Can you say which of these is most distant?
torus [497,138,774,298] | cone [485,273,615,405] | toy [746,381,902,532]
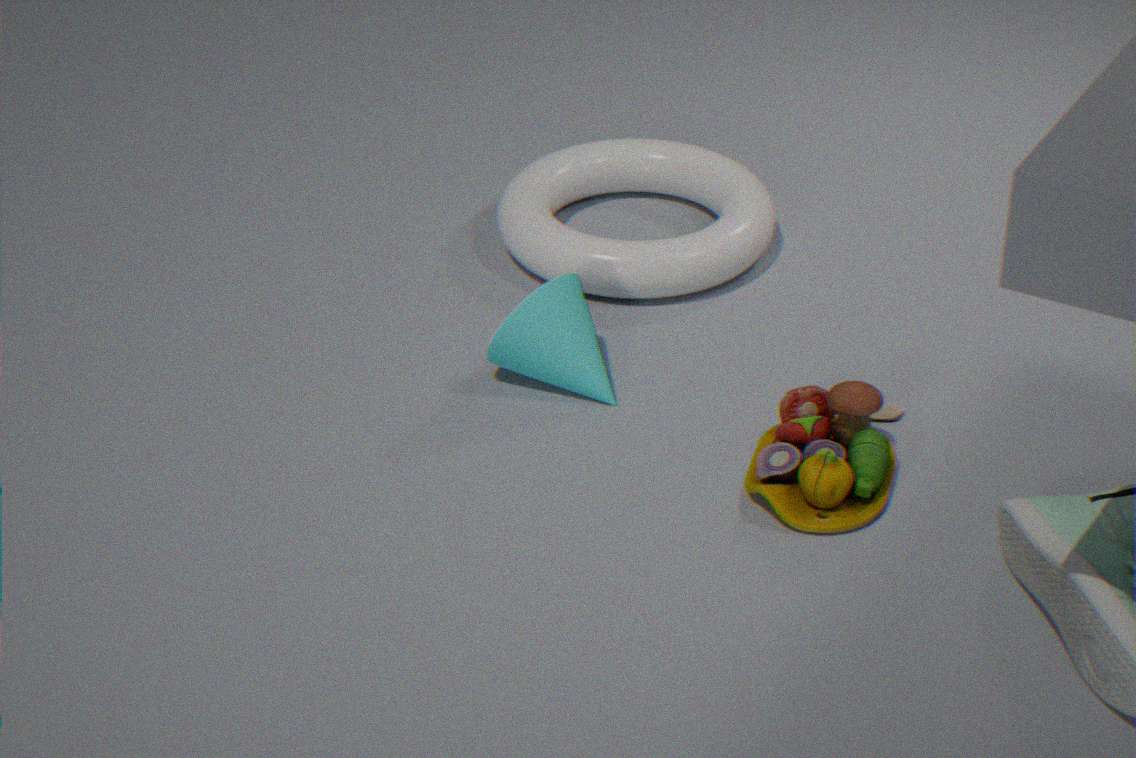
torus [497,138,774,298]
